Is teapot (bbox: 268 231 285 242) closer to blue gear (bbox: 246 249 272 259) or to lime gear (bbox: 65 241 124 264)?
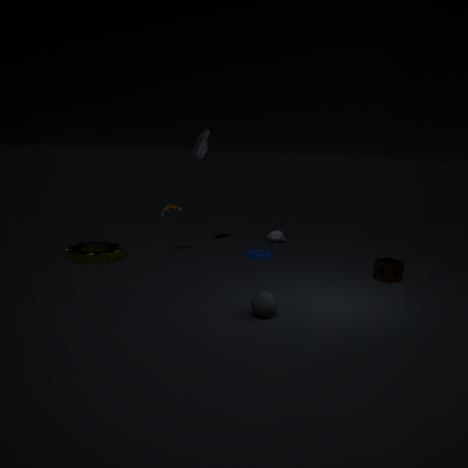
blue gear (bbox: 246 249 272 259)
